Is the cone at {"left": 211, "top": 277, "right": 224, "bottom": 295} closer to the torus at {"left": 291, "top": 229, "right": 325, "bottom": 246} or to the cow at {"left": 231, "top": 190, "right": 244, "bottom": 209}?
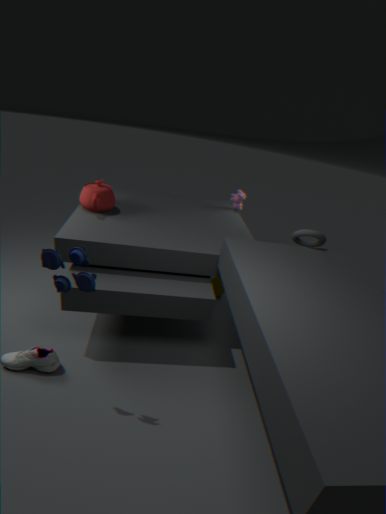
the cow at {"left": 231, "top": 190, "right": 244, "bottom": 209}
